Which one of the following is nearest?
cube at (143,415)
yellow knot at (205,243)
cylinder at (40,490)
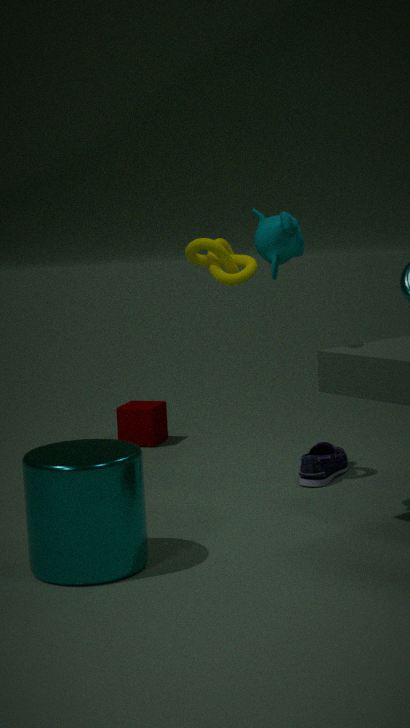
cylinder at (40,490)
